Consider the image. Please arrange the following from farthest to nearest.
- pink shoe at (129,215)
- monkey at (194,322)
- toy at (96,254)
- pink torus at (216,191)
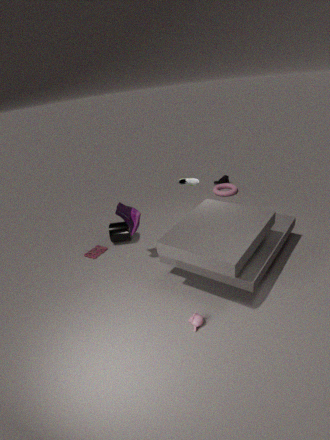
pink torus at (216,191), toy at (96,254), pink shoe at (129,215), monkey at (194,322)
